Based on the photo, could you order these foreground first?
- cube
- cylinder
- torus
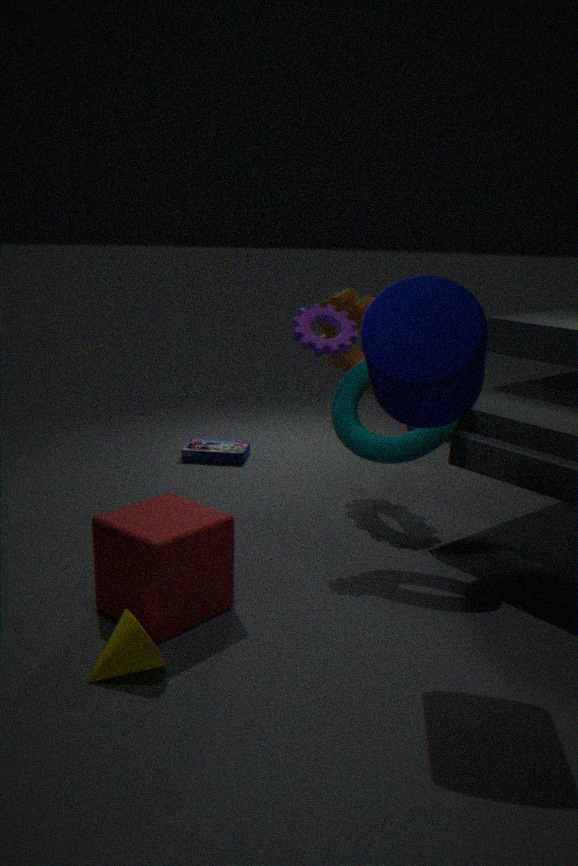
cylinder, cube, torus
